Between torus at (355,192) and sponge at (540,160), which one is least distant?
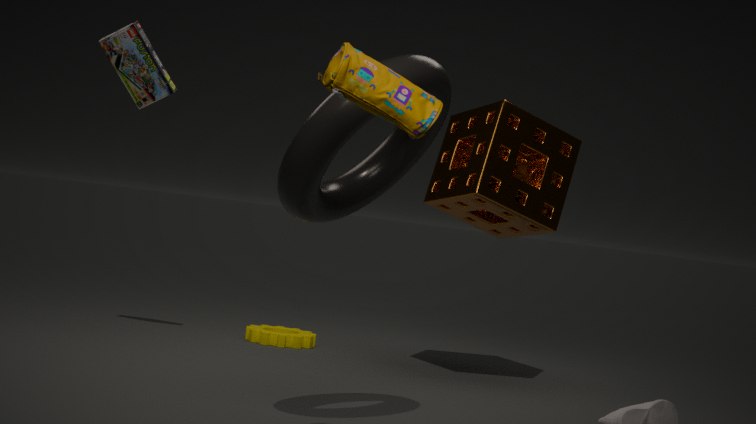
torus at (355,192)
